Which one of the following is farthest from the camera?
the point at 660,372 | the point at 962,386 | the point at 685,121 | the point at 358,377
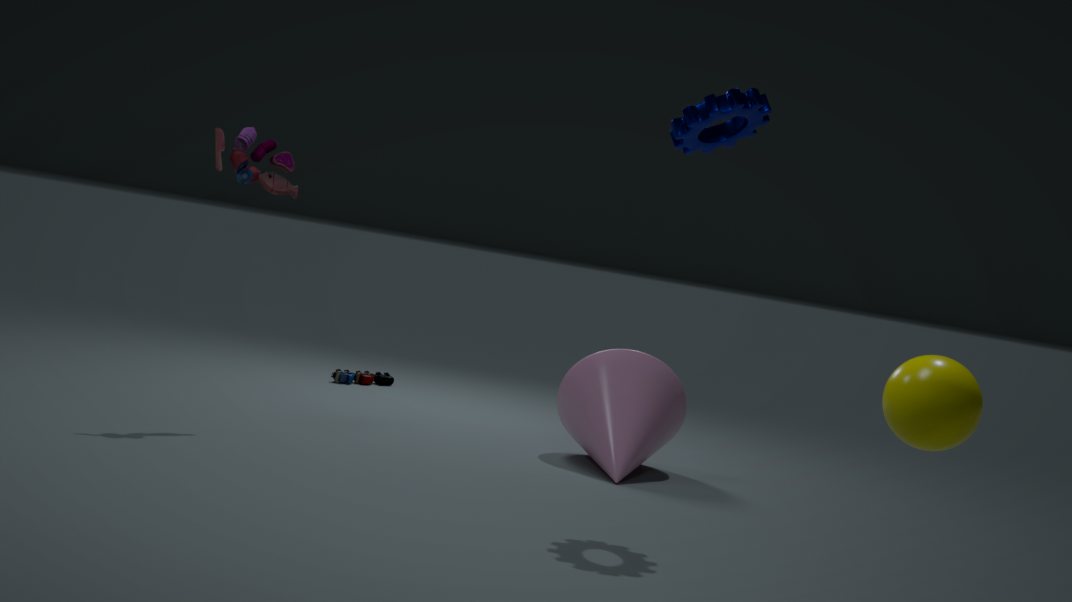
the point at 358,377
